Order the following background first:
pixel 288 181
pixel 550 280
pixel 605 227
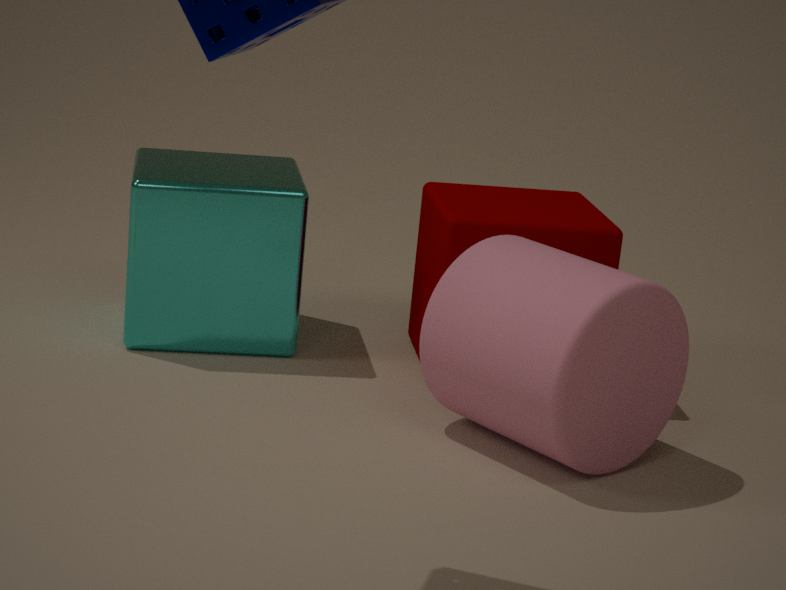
pixel 288 181 < pixel 605 227 < pixel 550 280
